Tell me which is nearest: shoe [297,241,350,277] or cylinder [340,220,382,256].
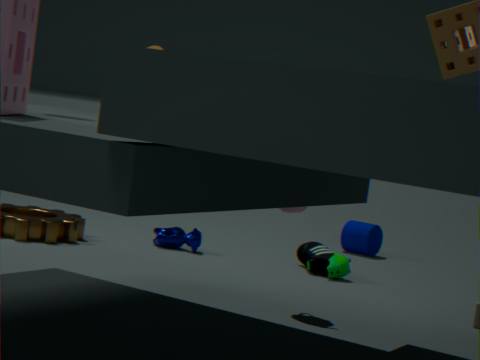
shoe [297,241,350,277]
